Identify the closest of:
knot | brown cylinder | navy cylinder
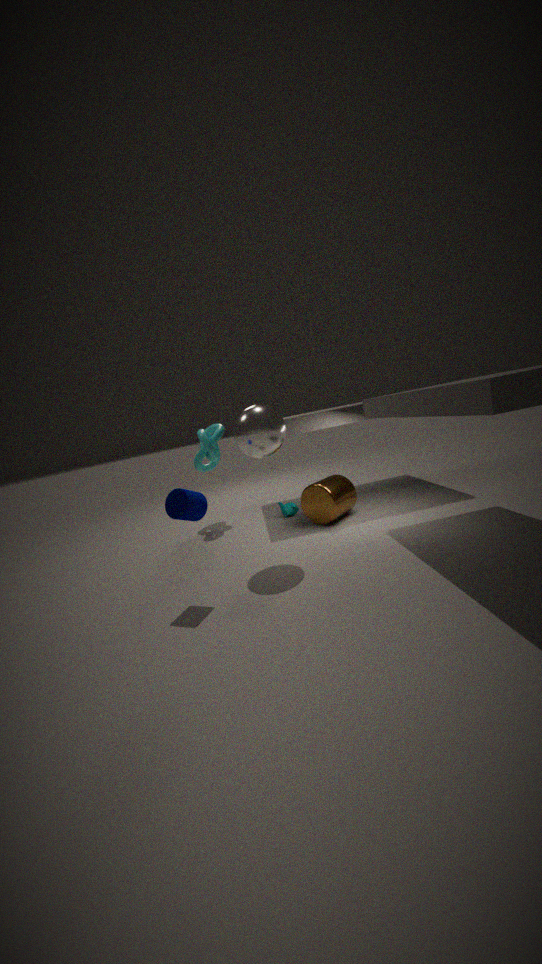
navy cylinder
